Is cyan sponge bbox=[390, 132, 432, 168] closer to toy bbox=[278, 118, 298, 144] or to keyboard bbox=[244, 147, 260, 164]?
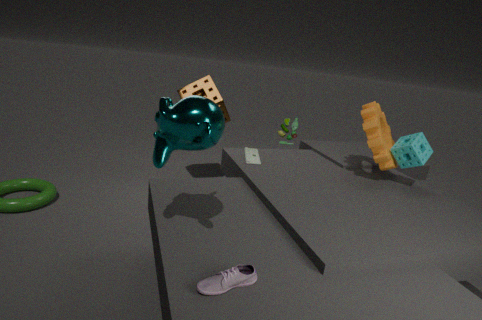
toy bbox=[278, 118, 298, 144]
